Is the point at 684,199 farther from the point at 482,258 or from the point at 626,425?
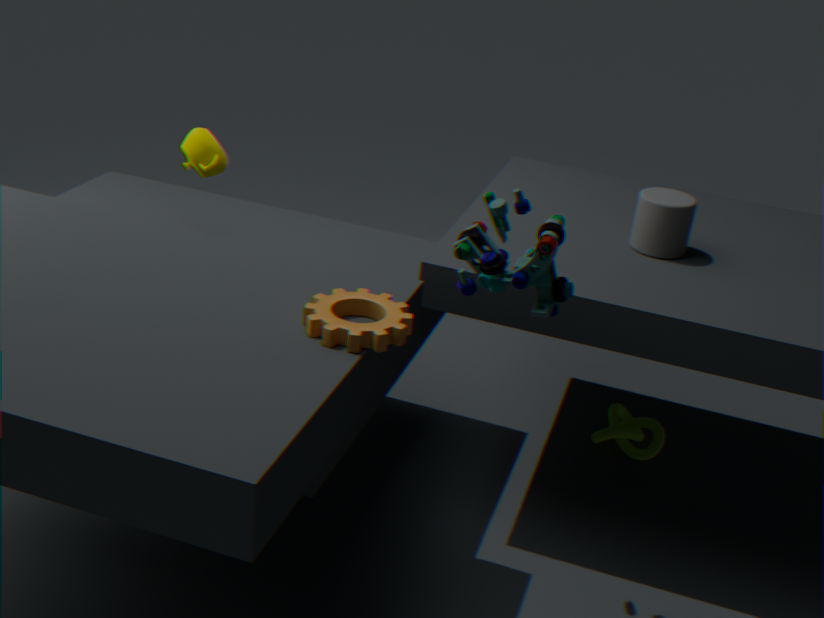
the point at 626,425
